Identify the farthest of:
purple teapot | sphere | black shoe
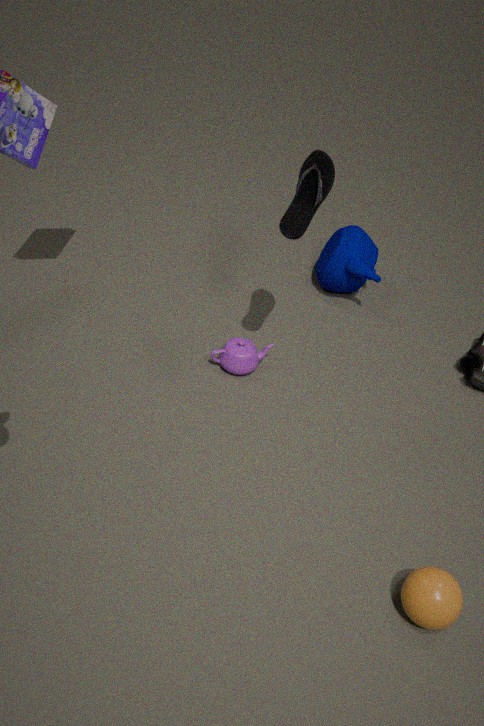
purple teapot
